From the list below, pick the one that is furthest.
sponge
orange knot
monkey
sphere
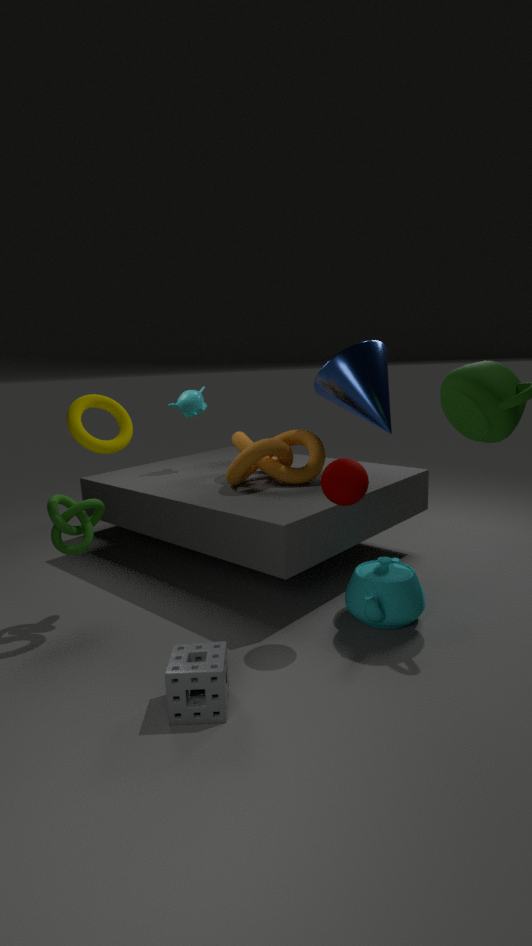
monkey
